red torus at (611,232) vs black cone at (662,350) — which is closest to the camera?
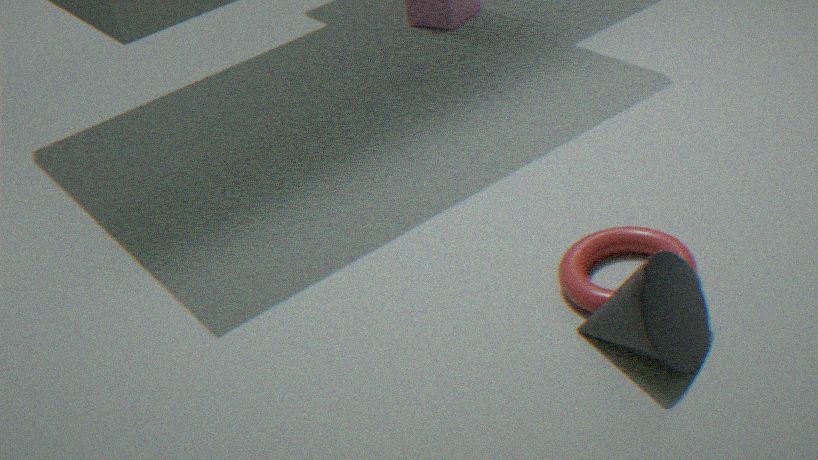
black cone at (662,350)
